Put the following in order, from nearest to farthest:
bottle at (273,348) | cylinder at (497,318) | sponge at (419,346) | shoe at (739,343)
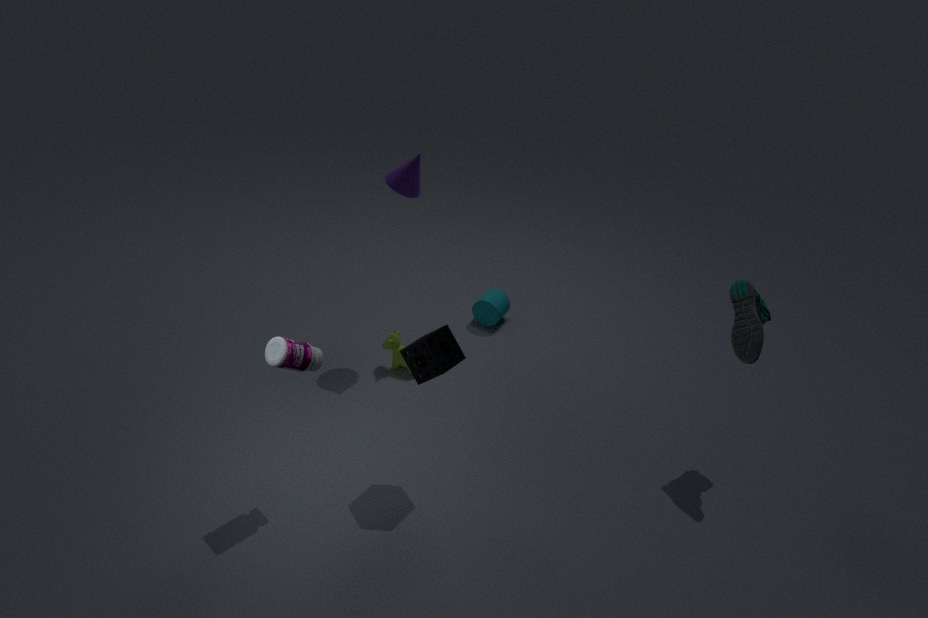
1. bottle at (273,348)
2. sponge at (419,346)
3. shoe at (739,343)
4. cylinder at (497,318)
